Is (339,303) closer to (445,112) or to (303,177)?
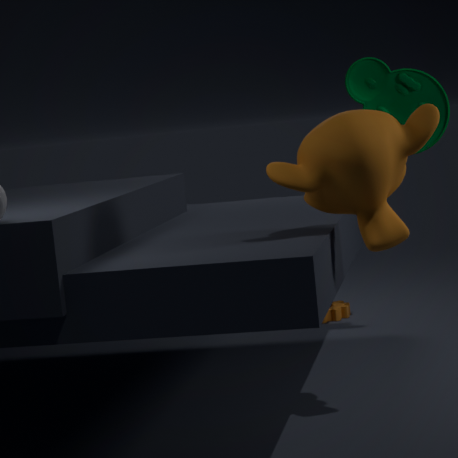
(445,112)
